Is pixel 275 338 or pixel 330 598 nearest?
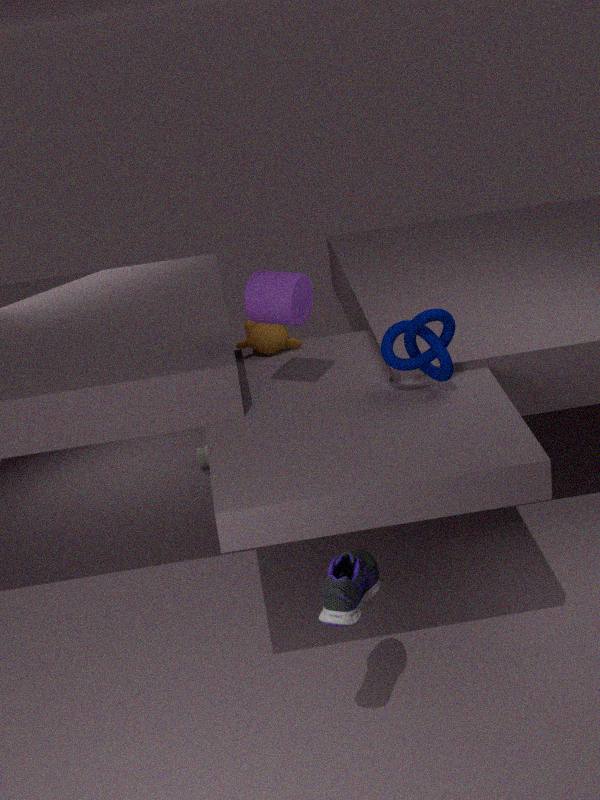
pixel 330 598
